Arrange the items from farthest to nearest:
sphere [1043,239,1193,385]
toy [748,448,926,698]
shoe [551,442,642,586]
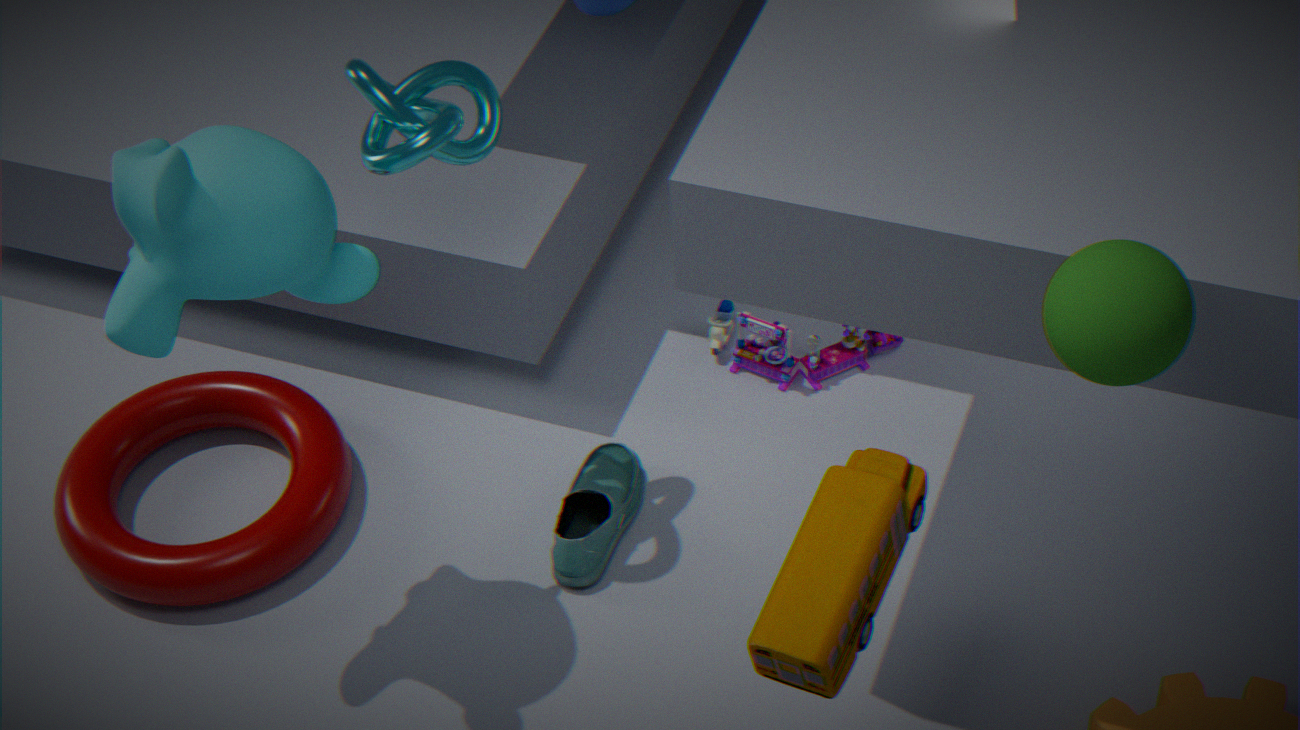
1. shoe [551,442,642,586]
2. toy [748,448,926,698]
3. sphere [1043,239,1193,385]
